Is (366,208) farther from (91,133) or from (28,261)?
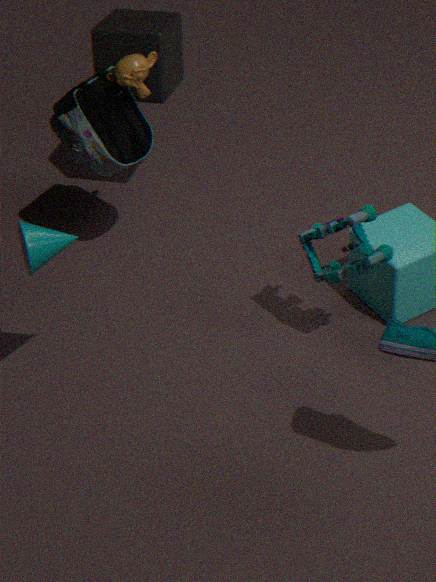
(91,133)
